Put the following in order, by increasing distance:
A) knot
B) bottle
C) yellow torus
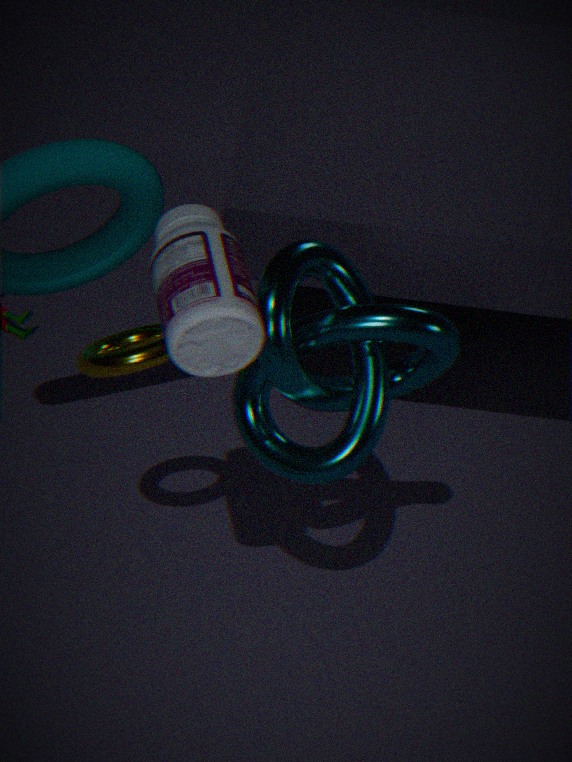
bottle < knot < yellow torus
